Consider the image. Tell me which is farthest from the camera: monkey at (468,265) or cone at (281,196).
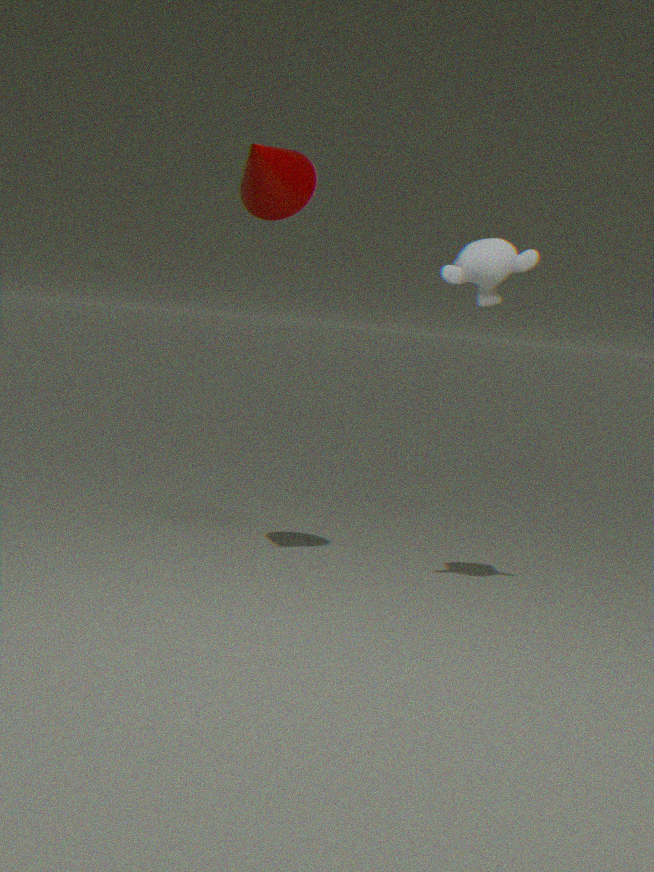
cone at (281,196)
